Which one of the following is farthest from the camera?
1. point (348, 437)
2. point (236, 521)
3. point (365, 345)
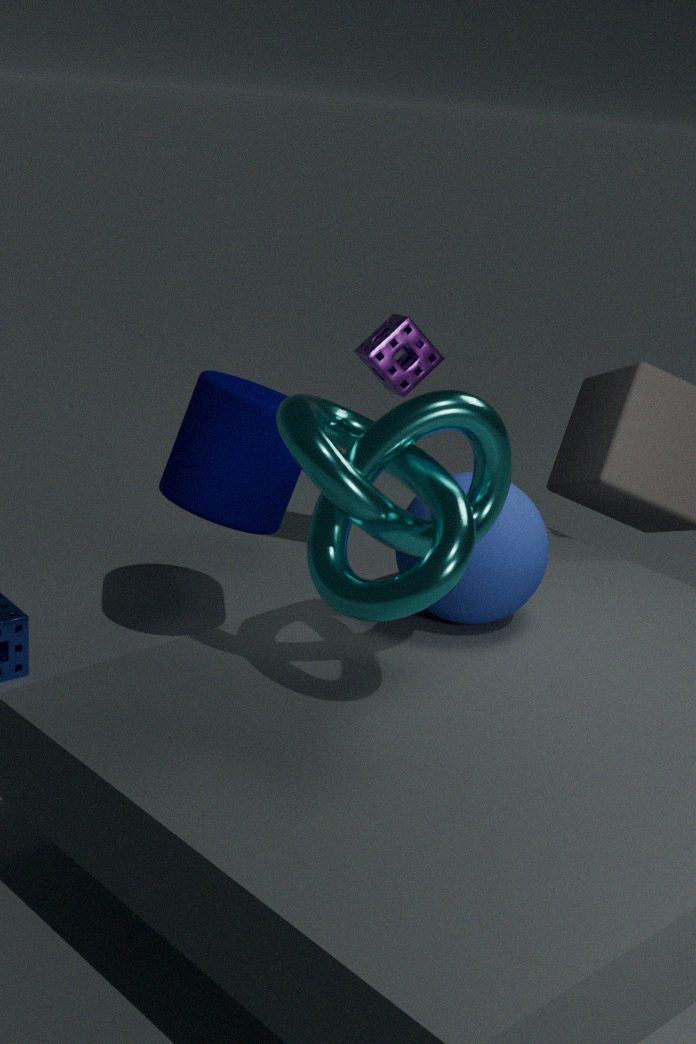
point (365, 345)
